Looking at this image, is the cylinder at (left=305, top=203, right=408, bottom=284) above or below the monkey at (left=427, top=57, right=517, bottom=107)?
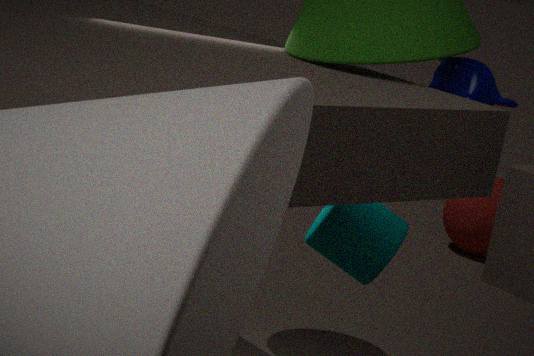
→ below
